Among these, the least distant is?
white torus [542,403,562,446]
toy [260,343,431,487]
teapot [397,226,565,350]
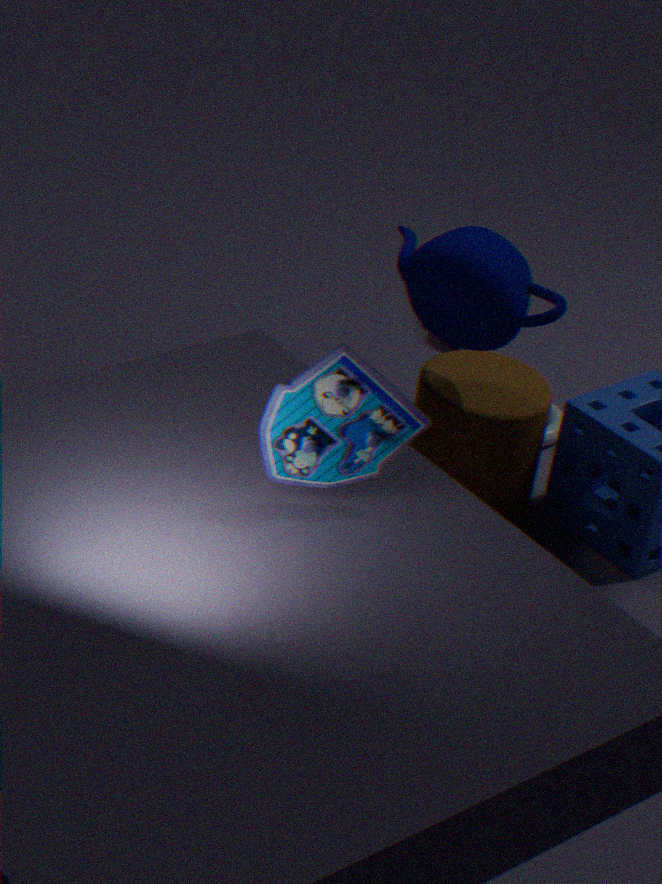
toy [260,343,431,487]
